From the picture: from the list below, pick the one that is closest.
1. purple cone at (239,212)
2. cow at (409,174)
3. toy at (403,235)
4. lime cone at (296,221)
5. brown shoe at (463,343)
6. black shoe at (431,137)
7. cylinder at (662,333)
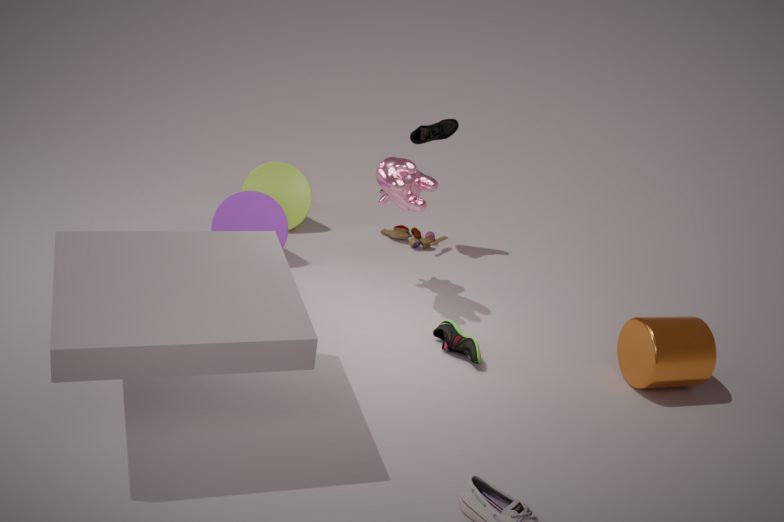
cylinder at (662,333)
